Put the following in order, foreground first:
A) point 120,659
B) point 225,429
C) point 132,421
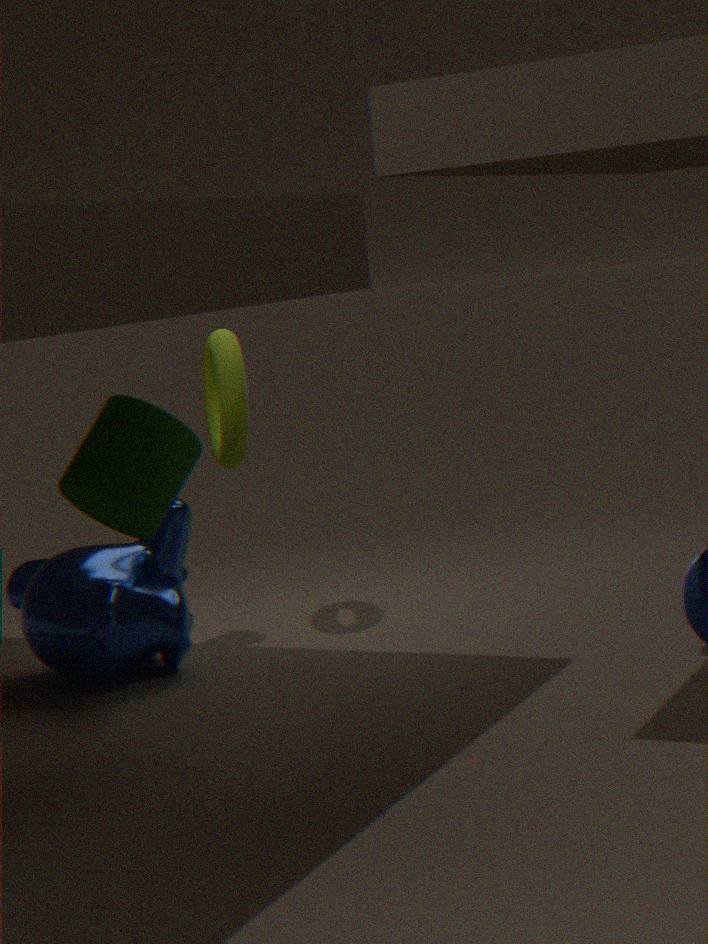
point 132,421
point 120,659
point 225,429
